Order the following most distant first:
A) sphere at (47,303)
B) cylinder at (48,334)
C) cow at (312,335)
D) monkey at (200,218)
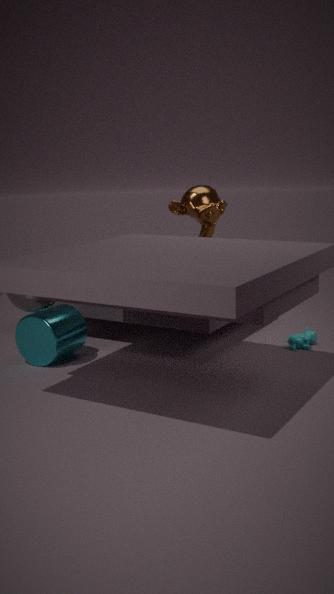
monkey at (200,218) → cow at (312,335) → cylinder at (48,334) → sphere at (47,303)
